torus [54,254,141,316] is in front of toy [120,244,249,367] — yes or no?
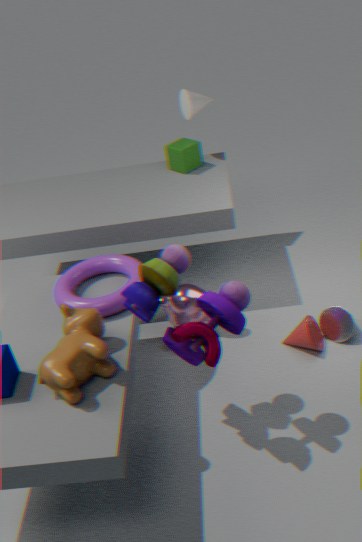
No
